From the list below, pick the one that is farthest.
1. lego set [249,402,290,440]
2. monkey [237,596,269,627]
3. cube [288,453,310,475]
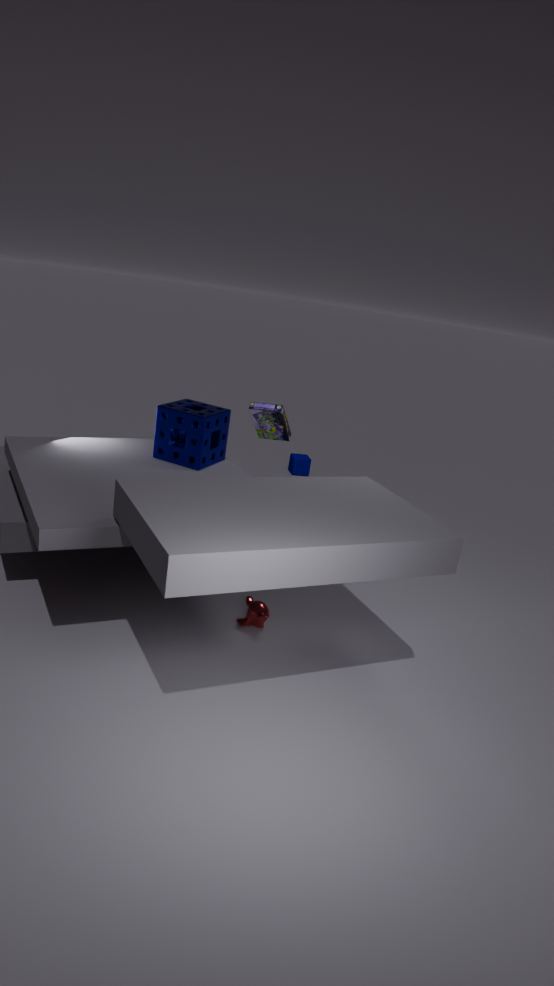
cube [288,453,310,475]
